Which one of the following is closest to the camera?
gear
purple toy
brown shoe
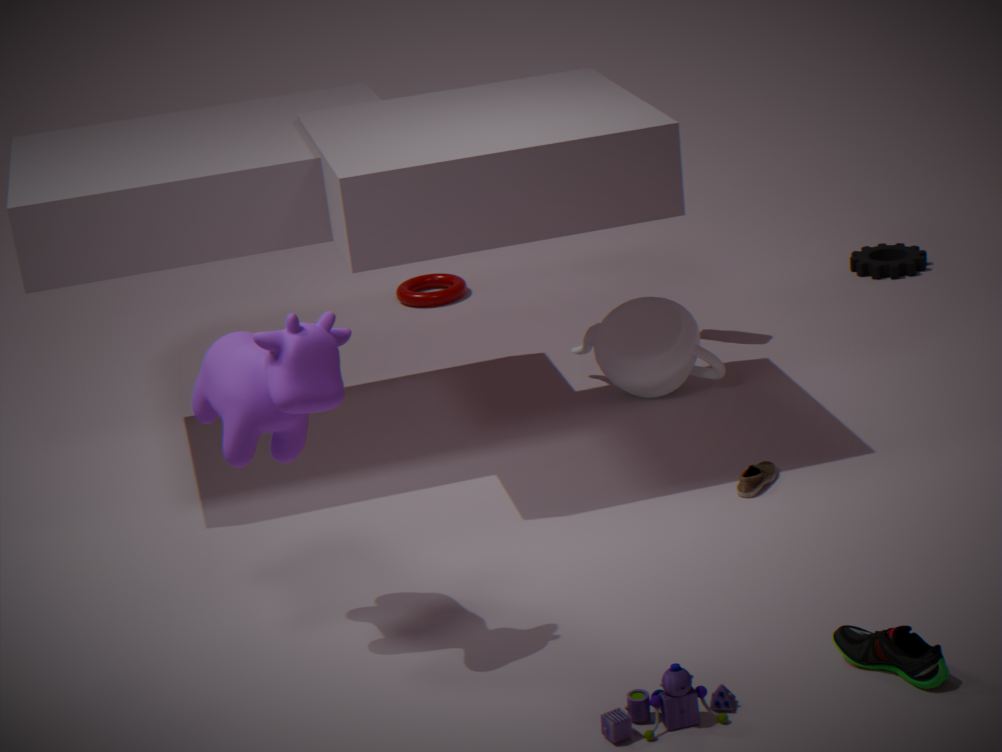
purple toy
